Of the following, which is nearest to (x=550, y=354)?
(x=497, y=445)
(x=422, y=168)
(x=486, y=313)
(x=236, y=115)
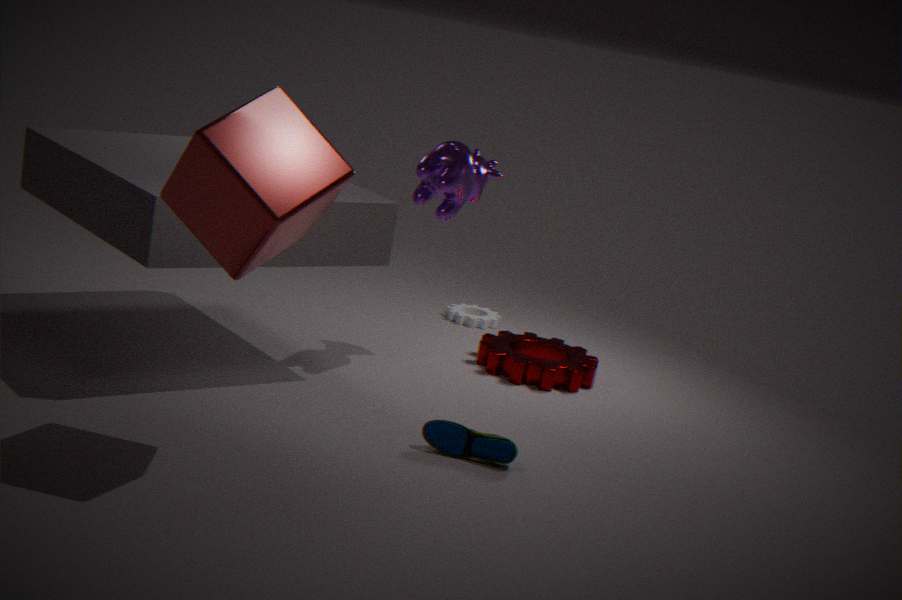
(x=486, y=313)
